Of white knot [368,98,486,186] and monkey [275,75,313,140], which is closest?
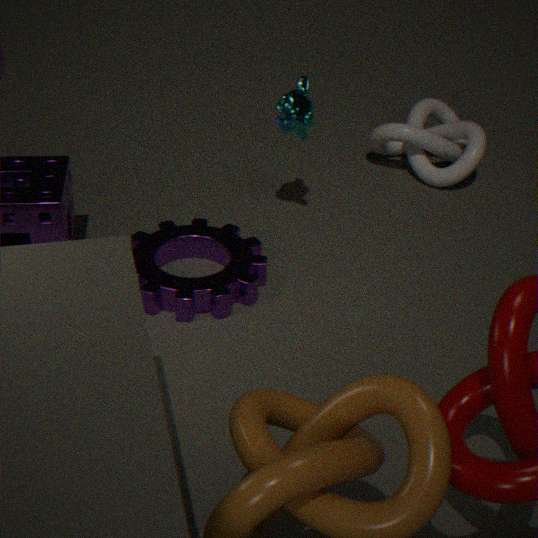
monkey [275,75,313,140]
